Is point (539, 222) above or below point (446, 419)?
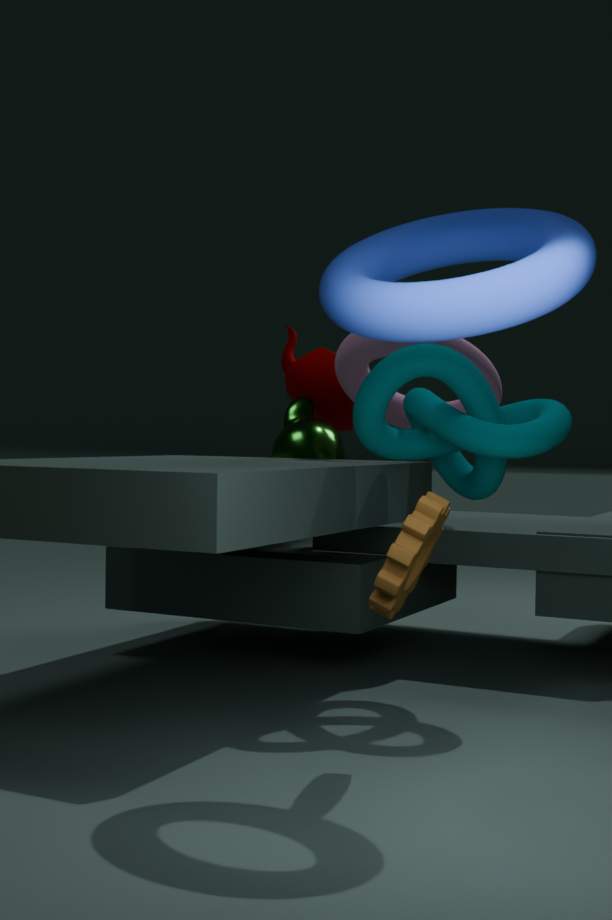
above
